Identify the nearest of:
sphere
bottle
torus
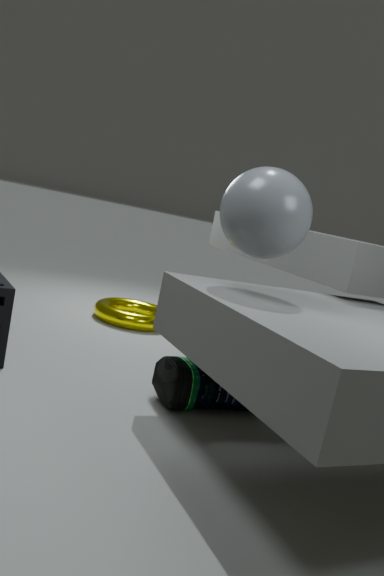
sphere
